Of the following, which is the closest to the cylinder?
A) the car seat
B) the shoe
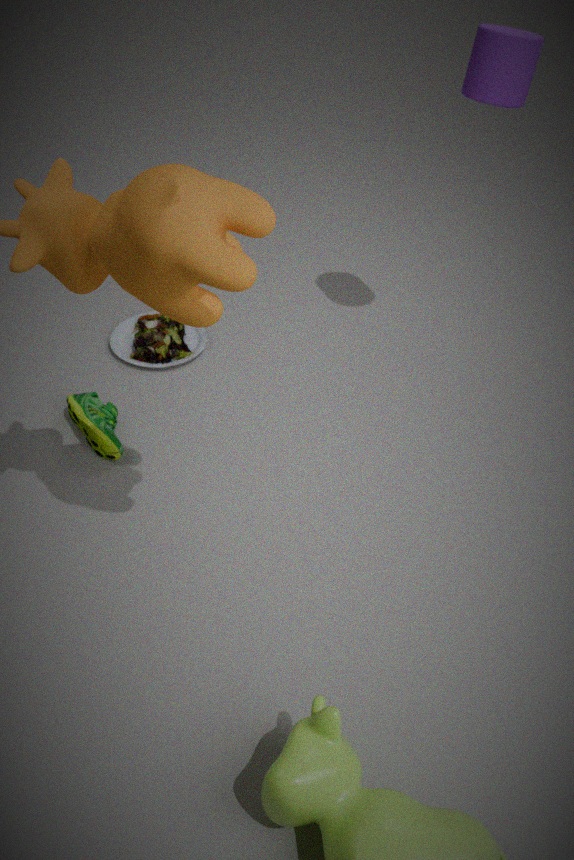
the car seat
